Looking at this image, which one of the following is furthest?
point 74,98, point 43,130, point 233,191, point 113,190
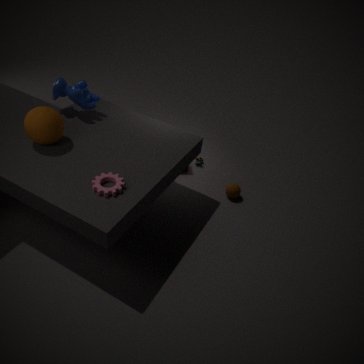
point 233,191
